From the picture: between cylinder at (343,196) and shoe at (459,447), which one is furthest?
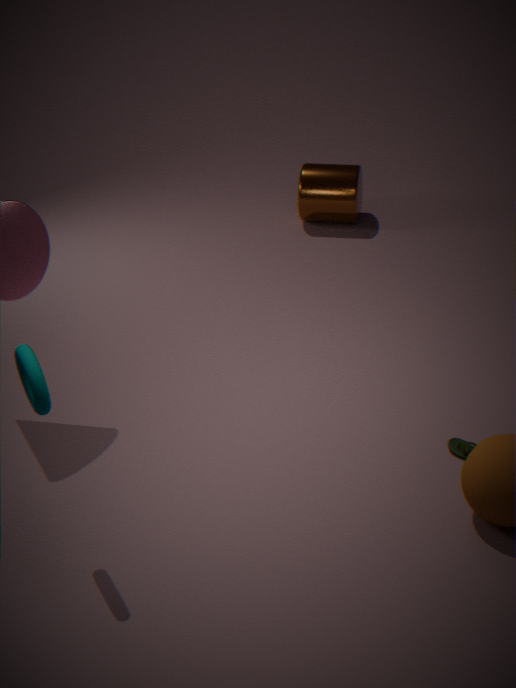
cylinder at (343,196)
